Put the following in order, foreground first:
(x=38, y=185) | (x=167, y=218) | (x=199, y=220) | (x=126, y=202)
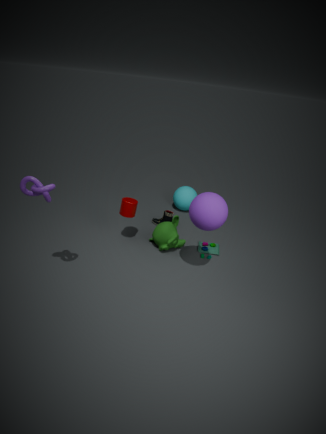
1. (x=38, y=185)
2. (x=199, y=220)
3. (x=126, y=202)
4. (x=167, y=218)
